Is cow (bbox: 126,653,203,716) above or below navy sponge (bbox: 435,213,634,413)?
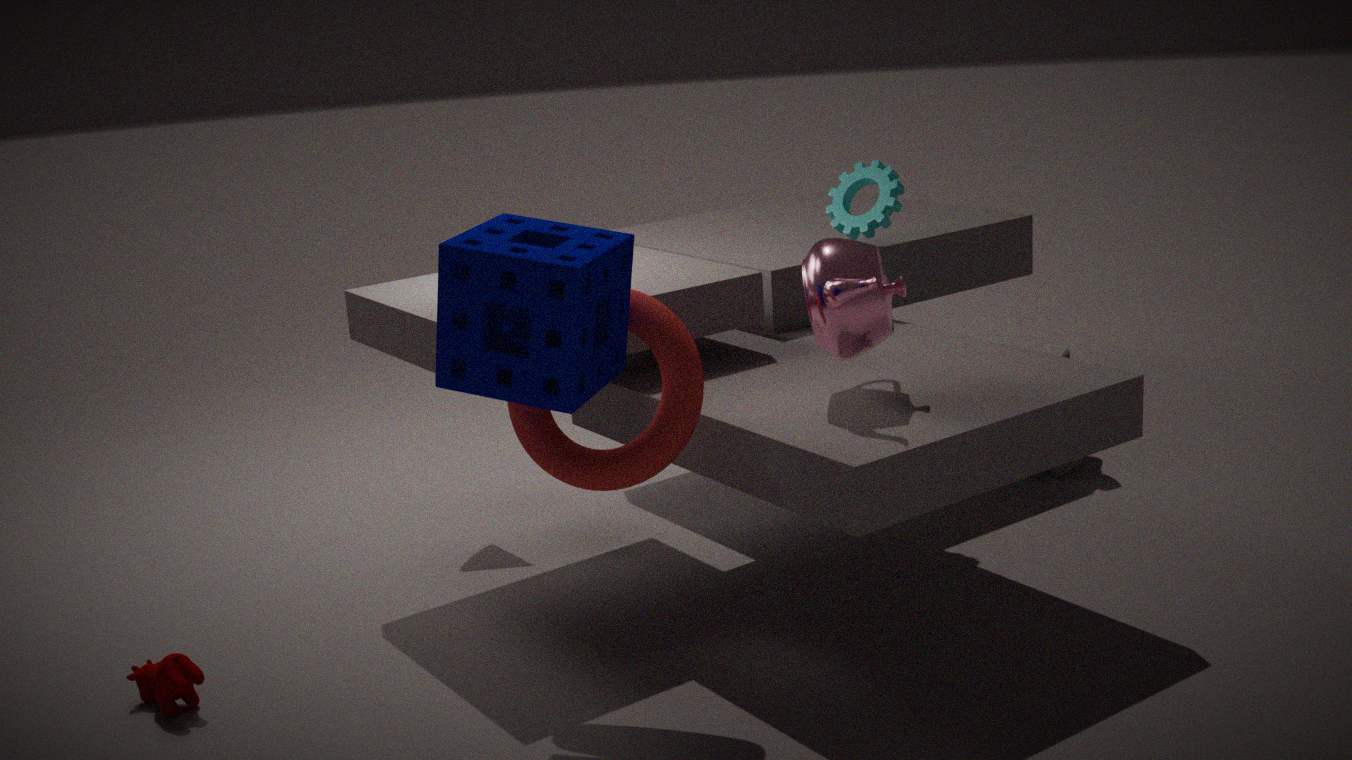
below
